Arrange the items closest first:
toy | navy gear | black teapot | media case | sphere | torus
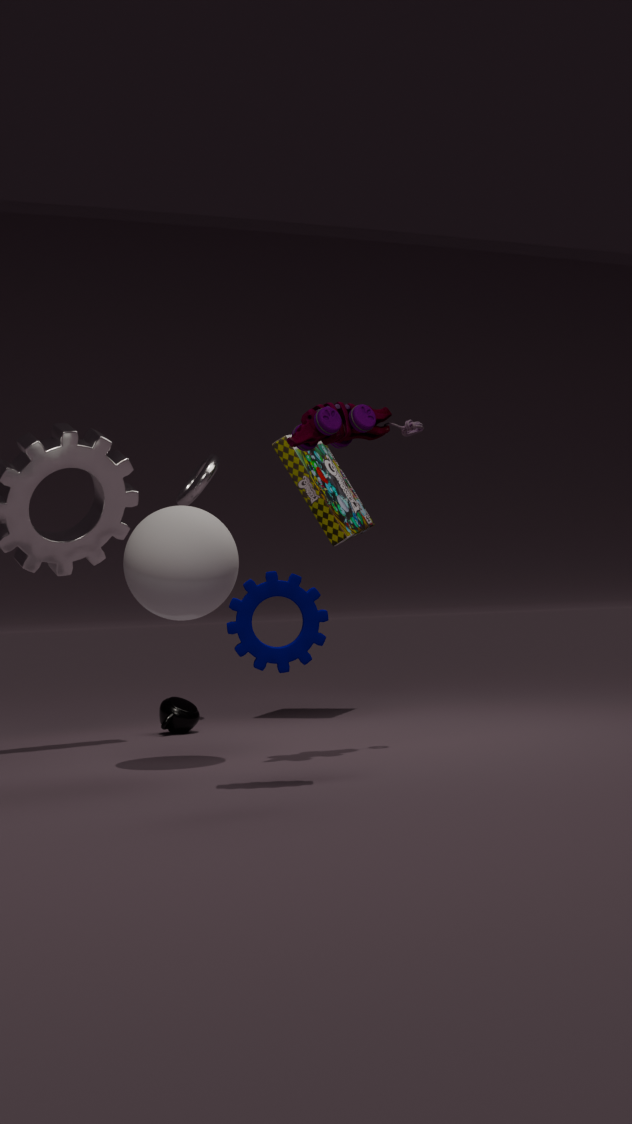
navy gear, toy, sphere, black teapot, media case, torus
